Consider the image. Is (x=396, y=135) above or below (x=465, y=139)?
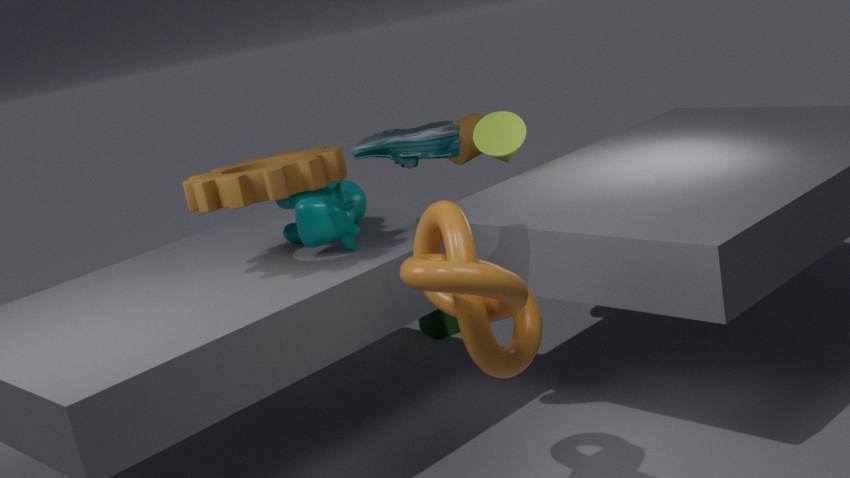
above
